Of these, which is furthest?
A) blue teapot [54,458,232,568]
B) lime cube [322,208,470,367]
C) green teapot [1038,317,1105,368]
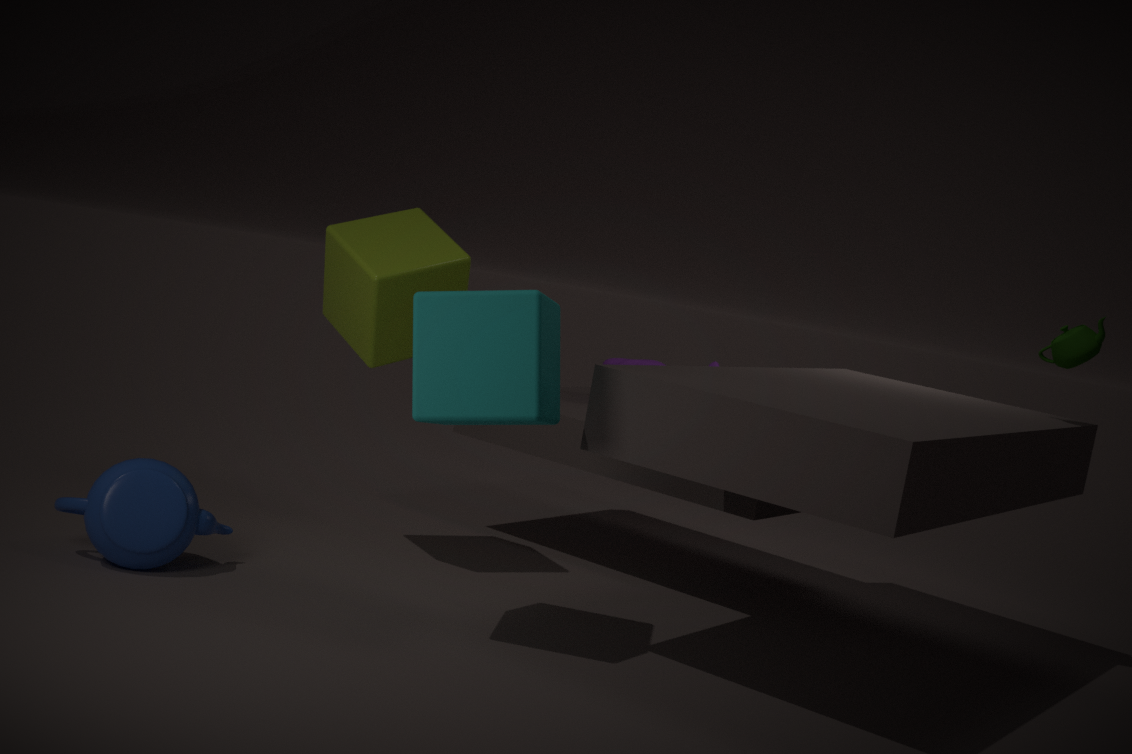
green teapot [1038,317,1105,368]
